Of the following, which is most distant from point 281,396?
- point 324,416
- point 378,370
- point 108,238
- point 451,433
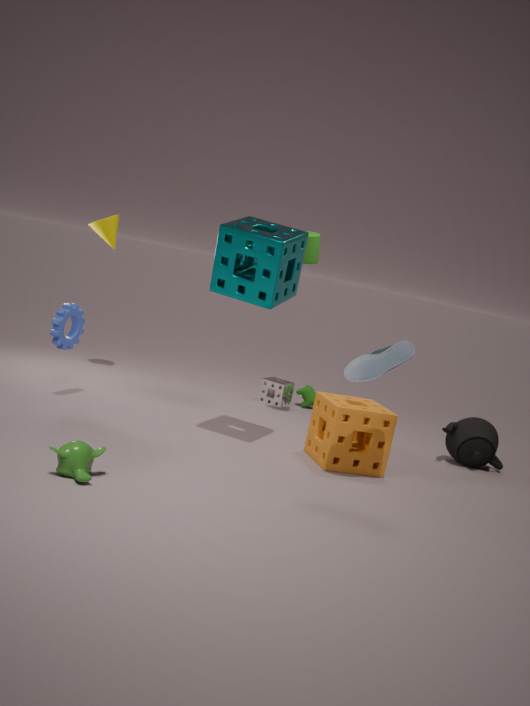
point 378,370
